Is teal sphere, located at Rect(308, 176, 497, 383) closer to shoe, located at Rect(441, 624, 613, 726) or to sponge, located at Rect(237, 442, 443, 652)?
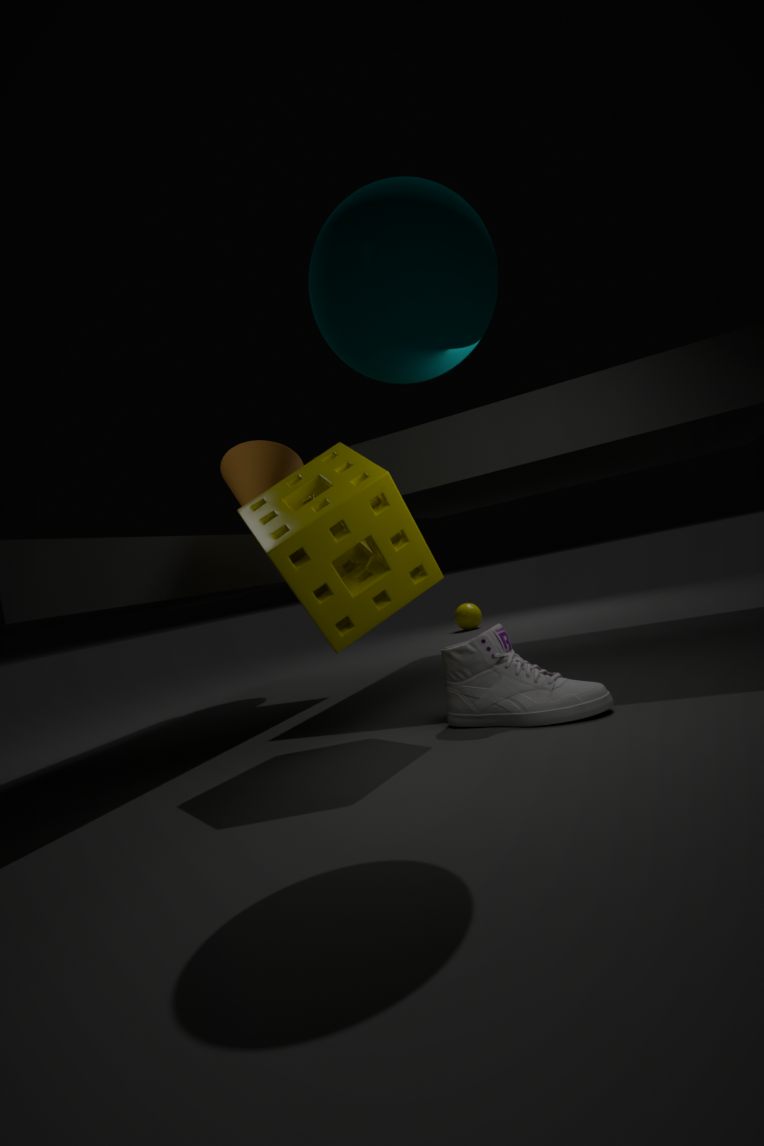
sponge, located at Rect(237, 442, 443, 652)
